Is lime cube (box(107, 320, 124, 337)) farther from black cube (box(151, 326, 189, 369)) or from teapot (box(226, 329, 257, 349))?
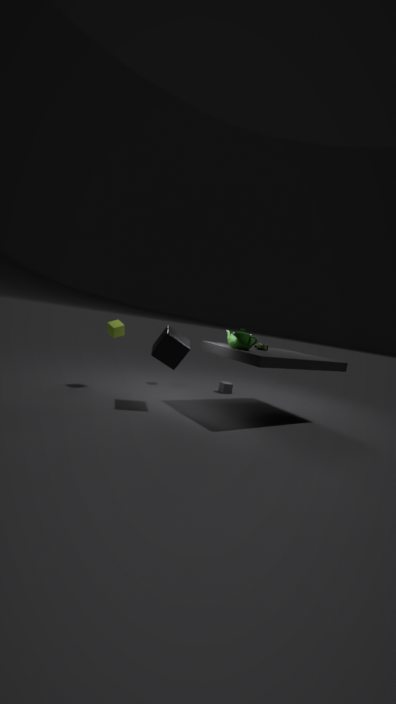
teapot (box(226, 329, 257, 349))
